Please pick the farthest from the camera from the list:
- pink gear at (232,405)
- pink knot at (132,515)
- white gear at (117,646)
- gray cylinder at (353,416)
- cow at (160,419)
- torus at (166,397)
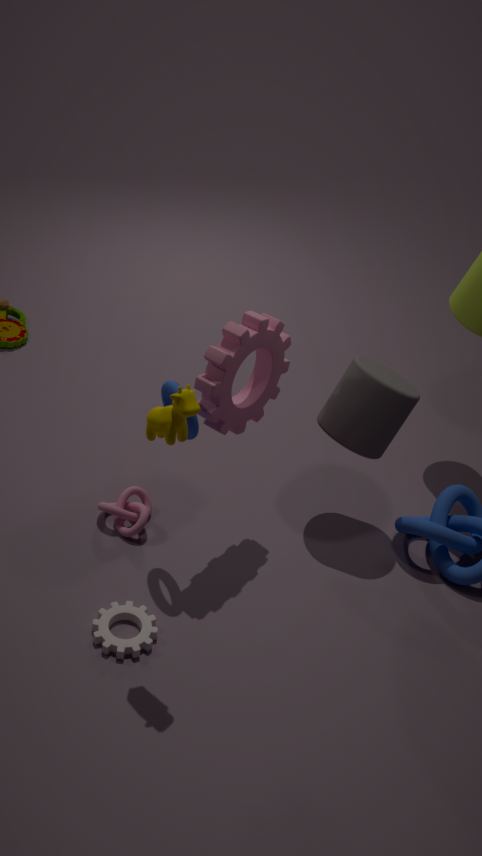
pink knot at (132,515)
